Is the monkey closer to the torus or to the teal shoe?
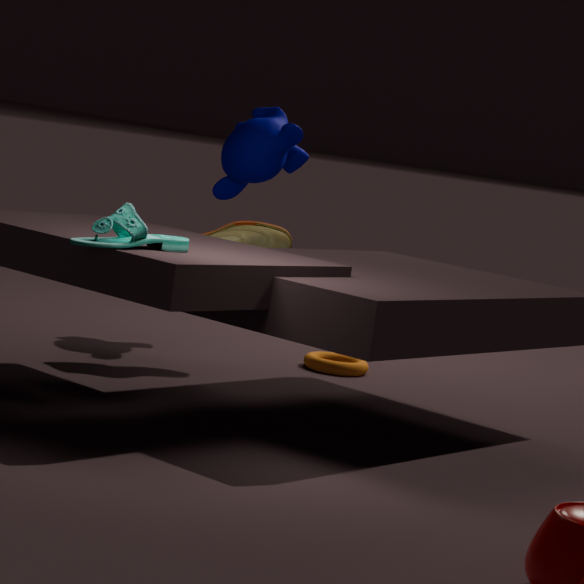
the torus
